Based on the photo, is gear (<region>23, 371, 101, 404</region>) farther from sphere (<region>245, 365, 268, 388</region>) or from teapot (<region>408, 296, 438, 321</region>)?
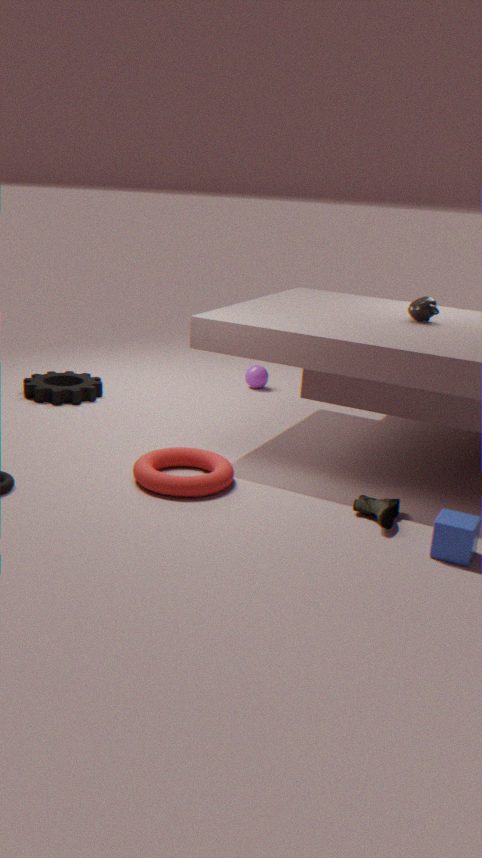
teapot (<region>408, 296, 438, 321</region>)
